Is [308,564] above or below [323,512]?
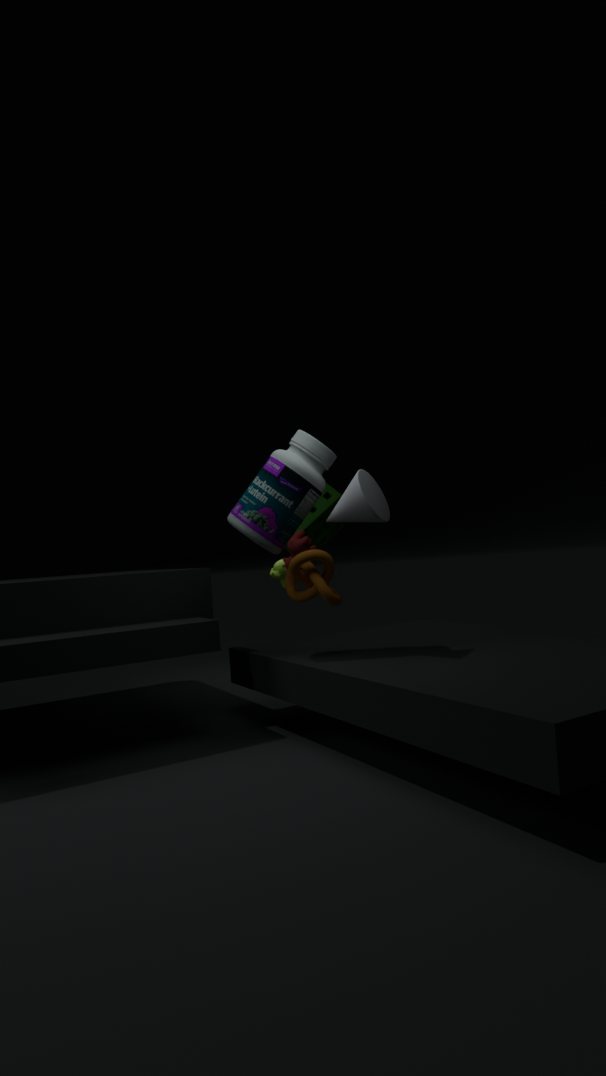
below
